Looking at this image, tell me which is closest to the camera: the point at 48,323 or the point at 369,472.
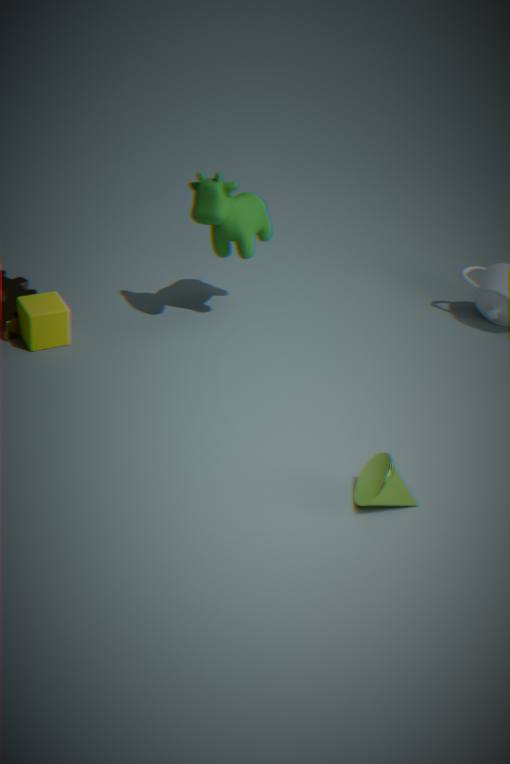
the point at 369,472
